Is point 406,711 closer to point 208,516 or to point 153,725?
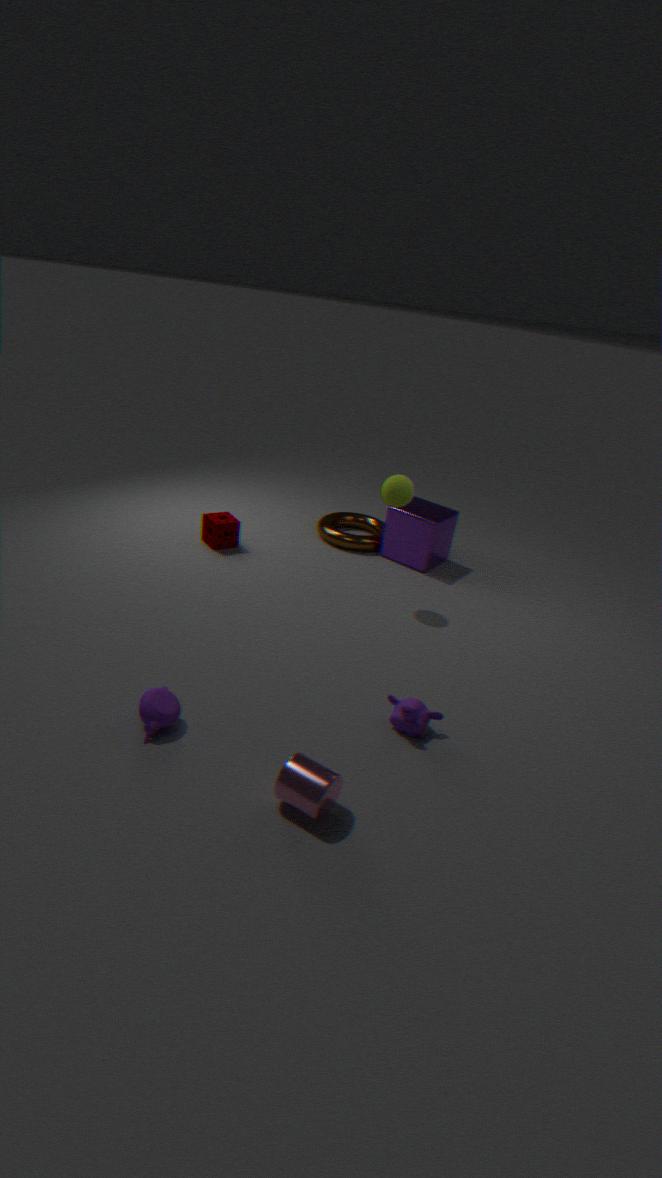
point 153,725
